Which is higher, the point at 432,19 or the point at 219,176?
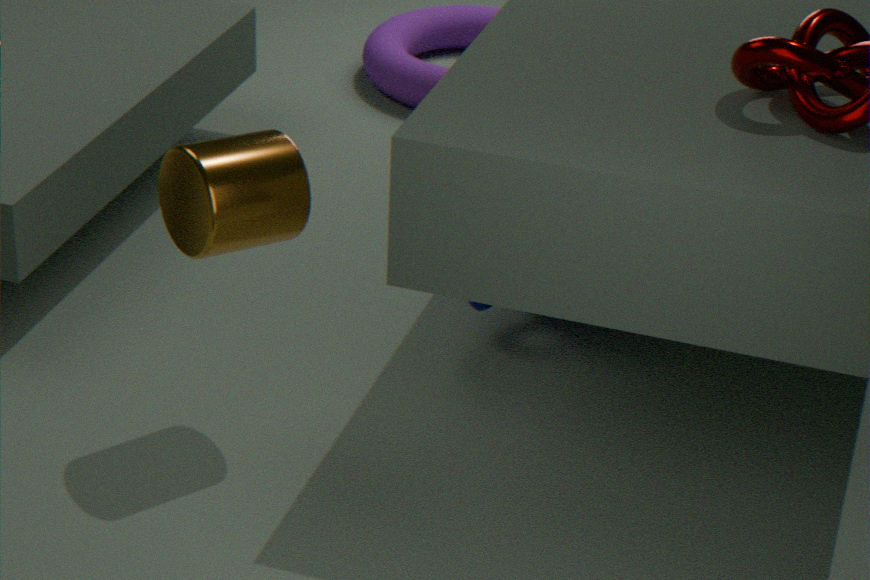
the point at 219,176
